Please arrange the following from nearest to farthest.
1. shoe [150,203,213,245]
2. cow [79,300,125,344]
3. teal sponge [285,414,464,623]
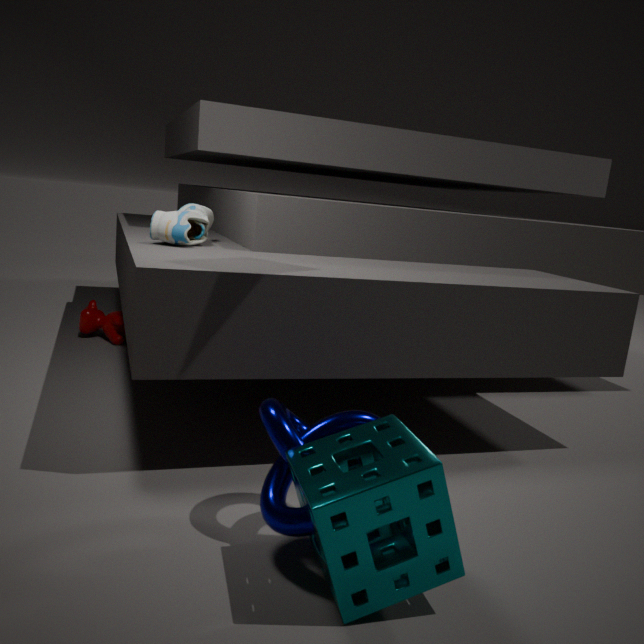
teal sponge [285,414,464,623]
shoe [150,203,213,245]
cow [79,300,125,344]
